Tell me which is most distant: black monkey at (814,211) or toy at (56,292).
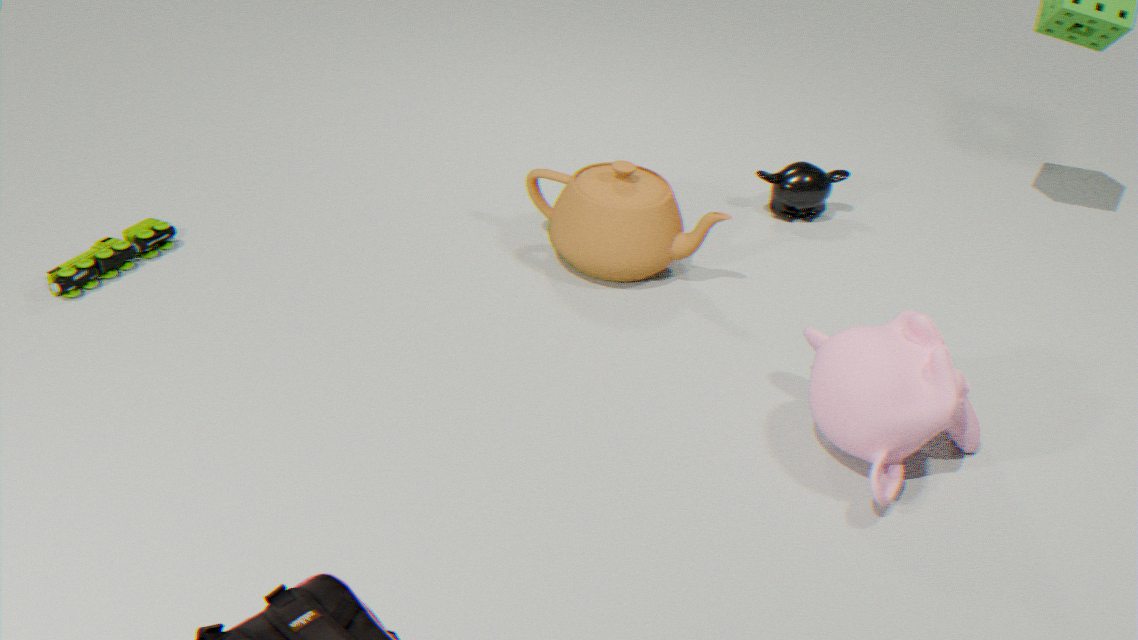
black monkey at (814,211)
